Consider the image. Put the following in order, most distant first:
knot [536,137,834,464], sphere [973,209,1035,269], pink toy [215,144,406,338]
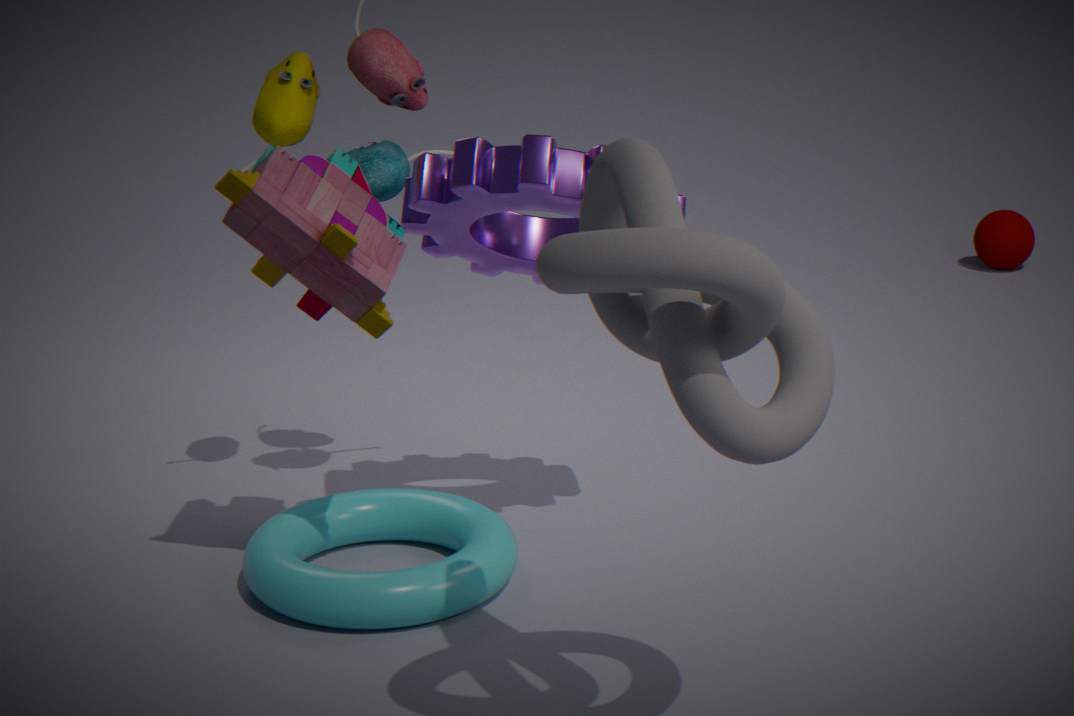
sphere [973,209,1035,269] < pink toy [215,144,406,338] < knot [536,137,834,464]
